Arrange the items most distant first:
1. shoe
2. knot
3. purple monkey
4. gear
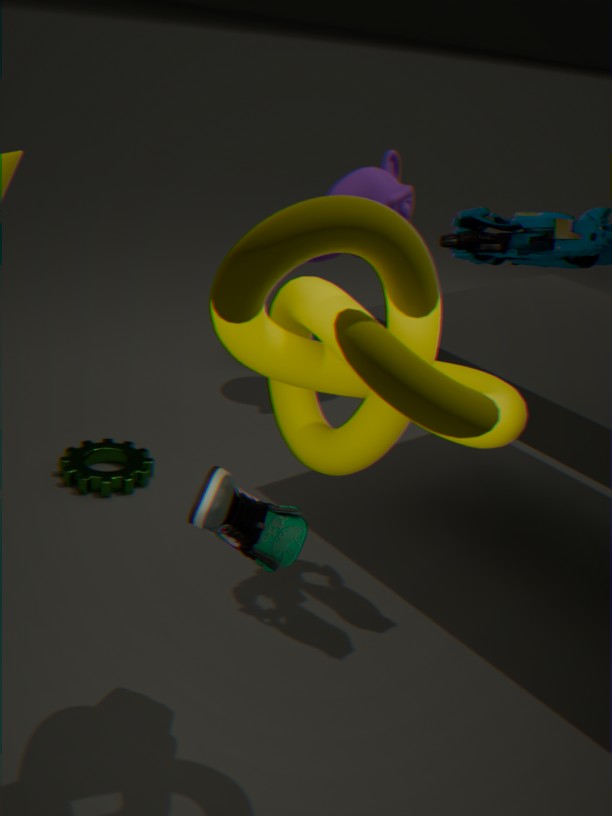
purple monkey → gear → shoe → knot
